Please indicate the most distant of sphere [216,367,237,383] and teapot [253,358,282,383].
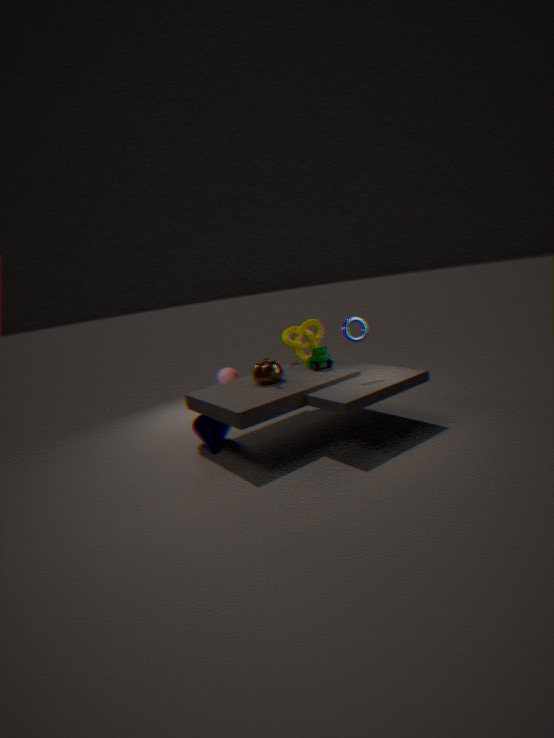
sphere [216,367,237,383]
